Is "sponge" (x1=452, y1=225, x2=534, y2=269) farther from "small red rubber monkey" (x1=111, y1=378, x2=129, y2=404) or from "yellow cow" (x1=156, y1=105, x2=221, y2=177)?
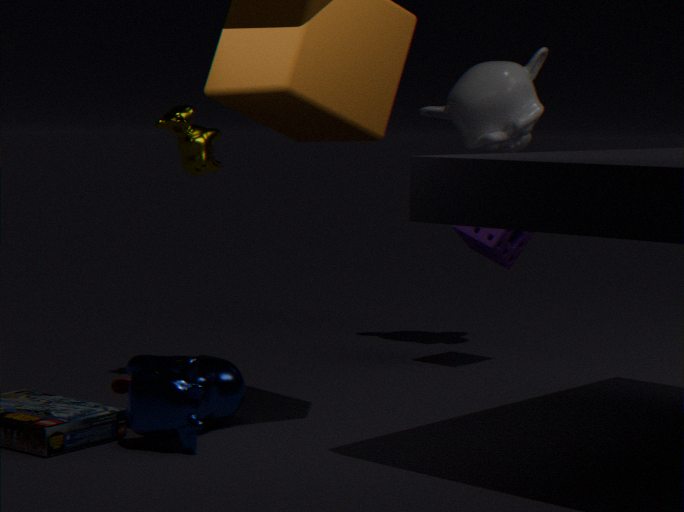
"small red rubber monkey" (x1=111, y1=378, x2=129, y2=404)
